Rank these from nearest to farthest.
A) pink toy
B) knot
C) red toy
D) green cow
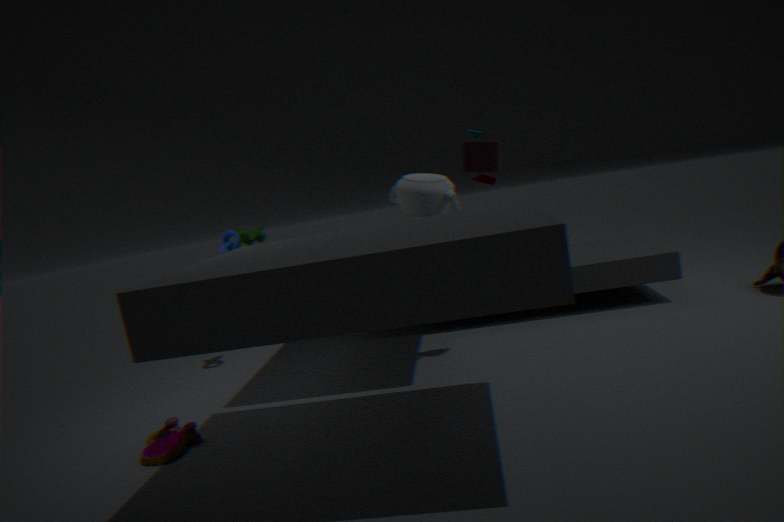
red toy < pink toy < knot < green cow
